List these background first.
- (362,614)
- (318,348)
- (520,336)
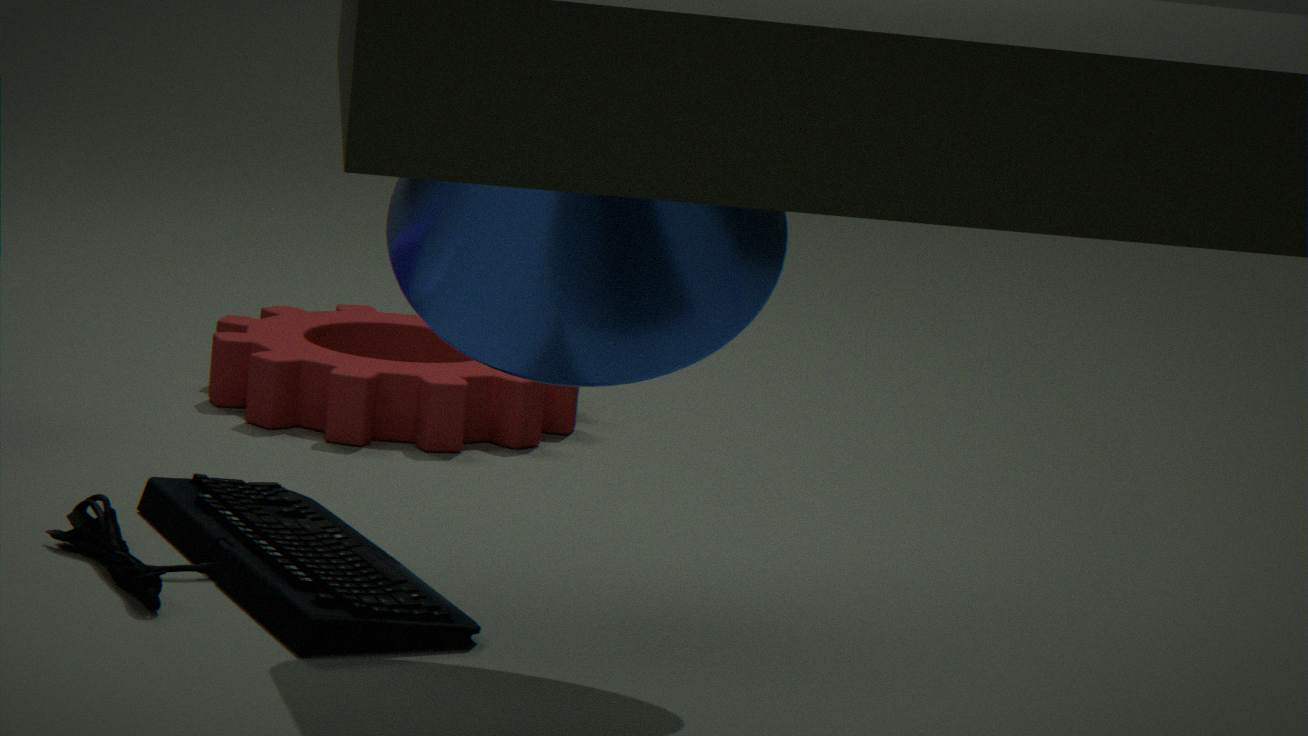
(318,348) < (362,614) < (520,336)
